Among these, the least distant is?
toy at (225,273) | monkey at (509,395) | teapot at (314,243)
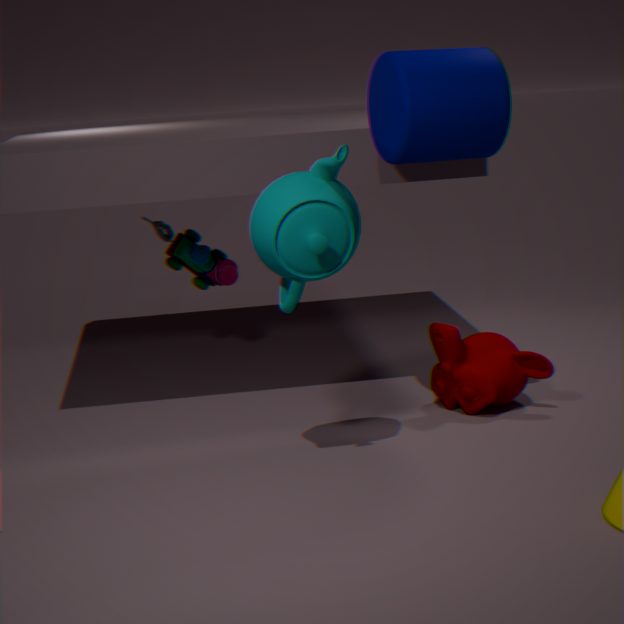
teapot at (314,243)
